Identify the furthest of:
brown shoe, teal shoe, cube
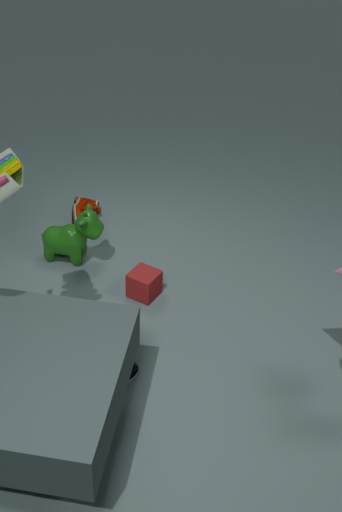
brown shoe
